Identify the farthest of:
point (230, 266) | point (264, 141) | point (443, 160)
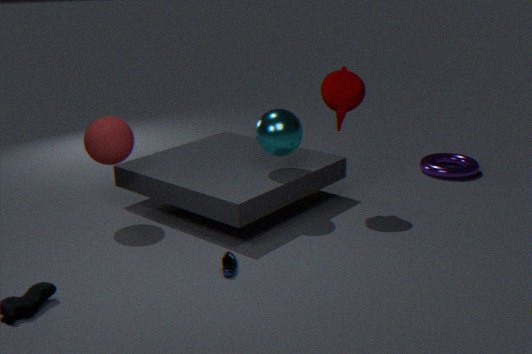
point (443, 160)
